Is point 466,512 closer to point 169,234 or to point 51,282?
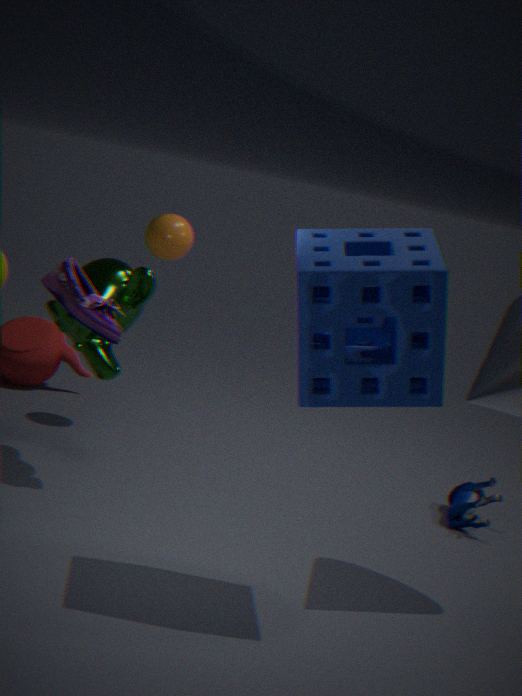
point 169,234
